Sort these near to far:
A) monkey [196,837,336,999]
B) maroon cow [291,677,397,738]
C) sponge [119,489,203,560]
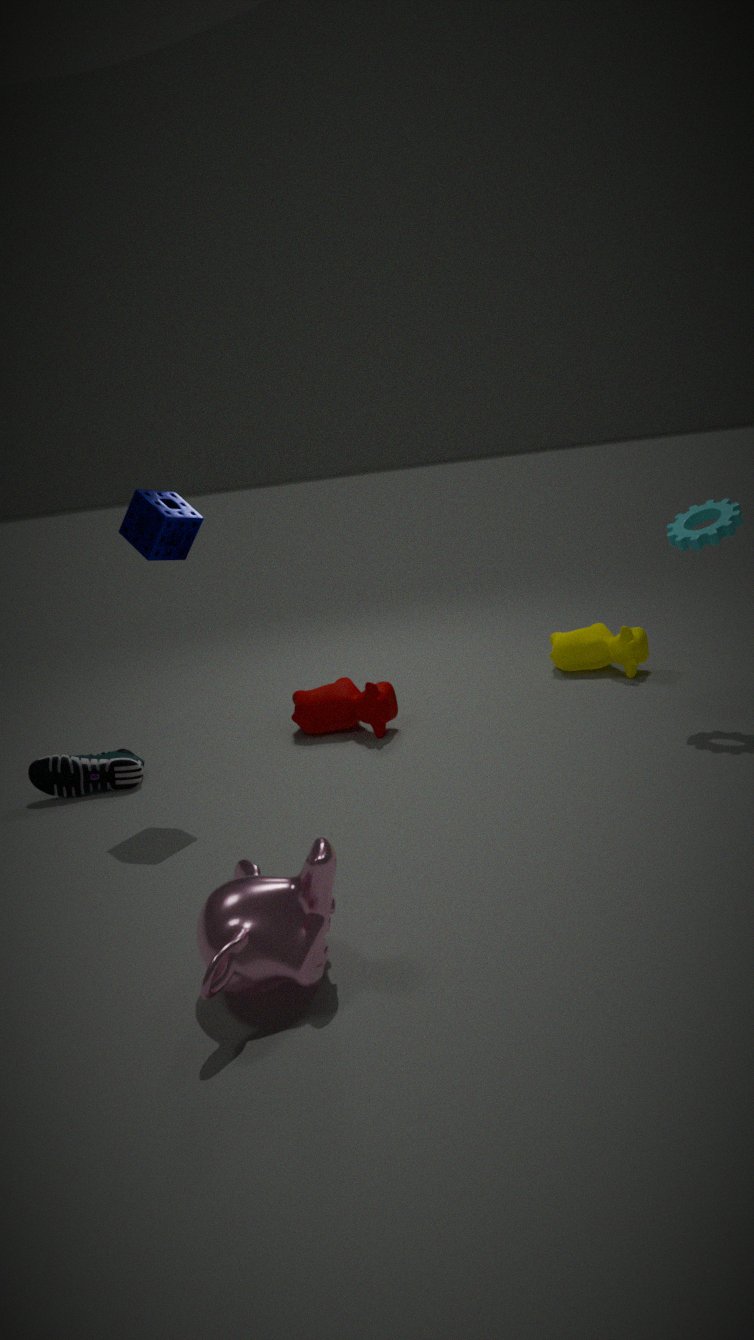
monkey [196,837,336,999] → sponge [119,489,203,560] → maroon cow [291,677,397,738]
